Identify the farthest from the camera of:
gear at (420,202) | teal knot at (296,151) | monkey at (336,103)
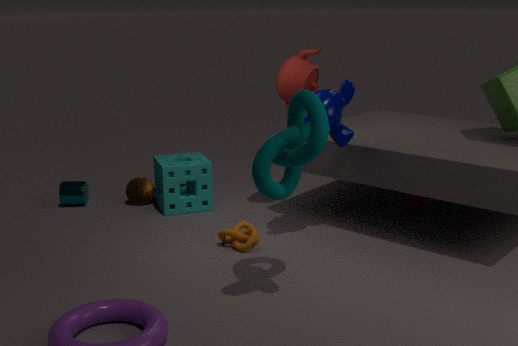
gear at (420,202)
